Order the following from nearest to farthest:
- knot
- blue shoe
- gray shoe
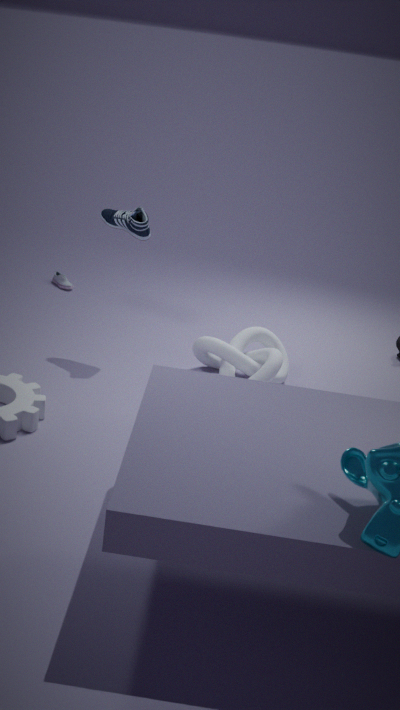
knot → blue shoe → gray shoe
